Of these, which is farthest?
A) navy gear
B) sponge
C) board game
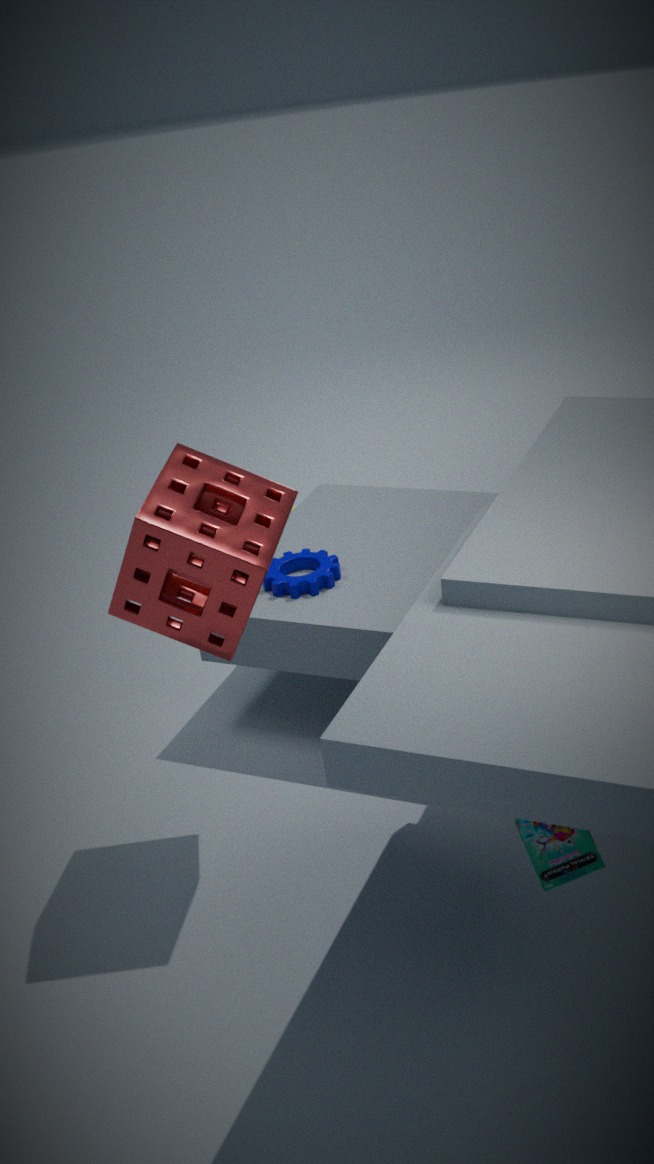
navy gear
